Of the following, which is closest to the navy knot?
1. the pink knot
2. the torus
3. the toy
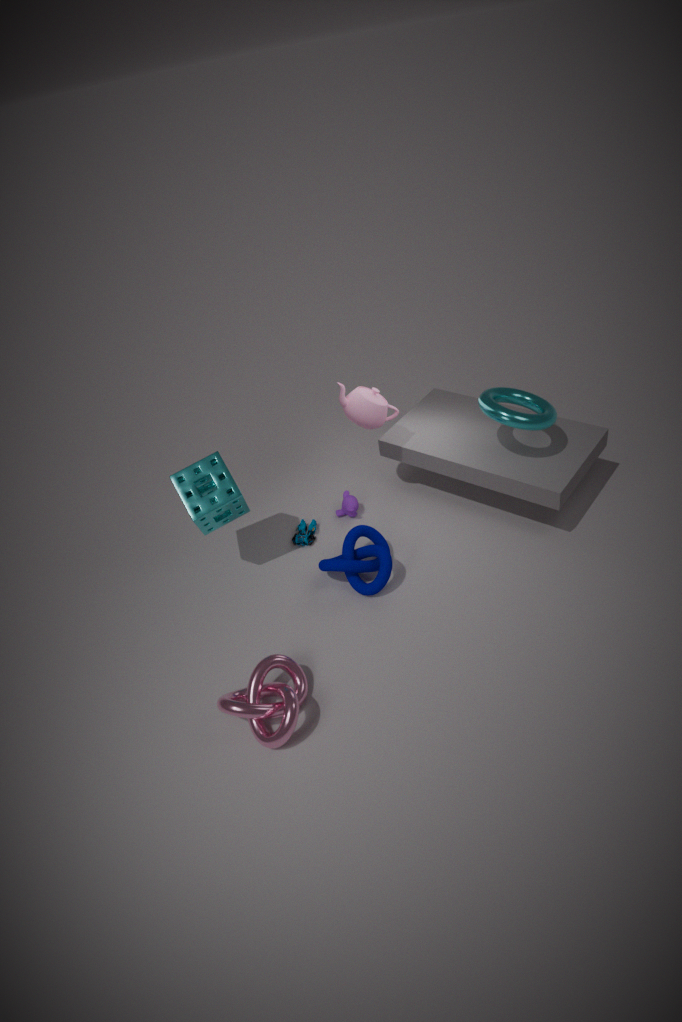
the toy
